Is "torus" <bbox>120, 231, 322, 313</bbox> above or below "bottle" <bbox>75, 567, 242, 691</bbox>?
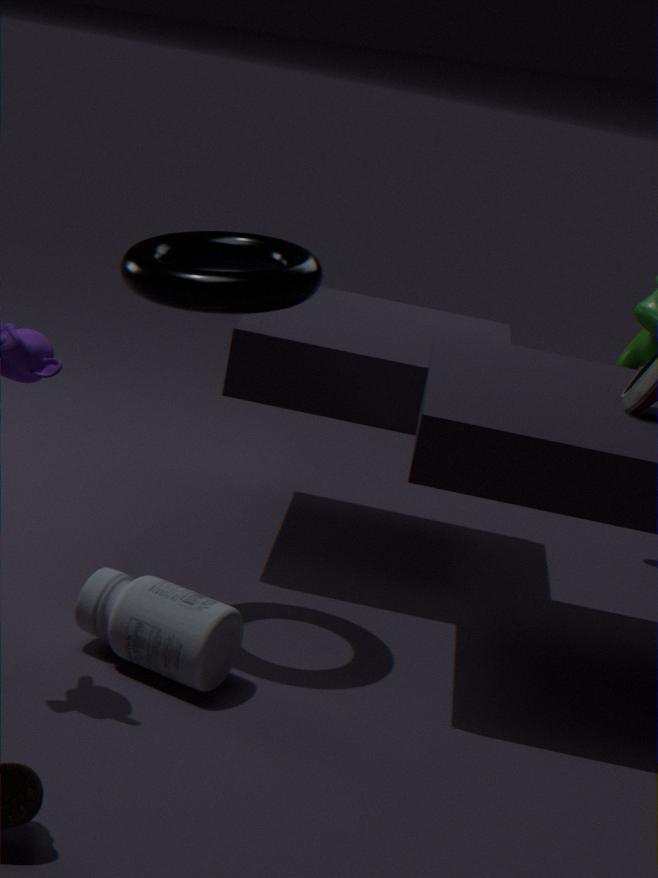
above
